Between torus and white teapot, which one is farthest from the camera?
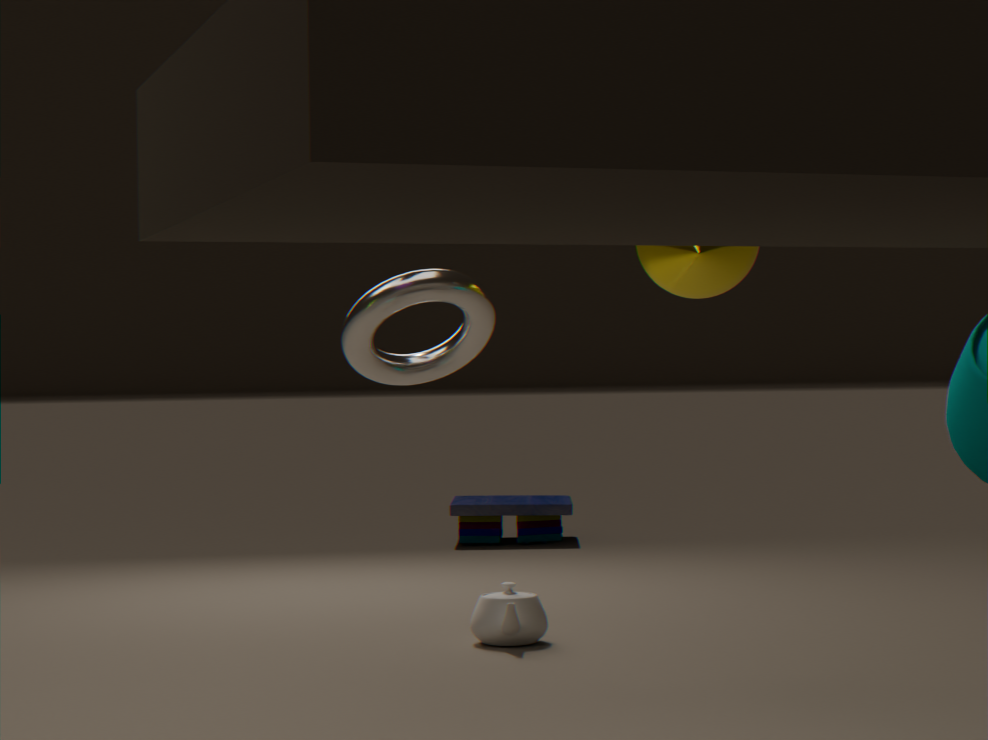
white teapot
